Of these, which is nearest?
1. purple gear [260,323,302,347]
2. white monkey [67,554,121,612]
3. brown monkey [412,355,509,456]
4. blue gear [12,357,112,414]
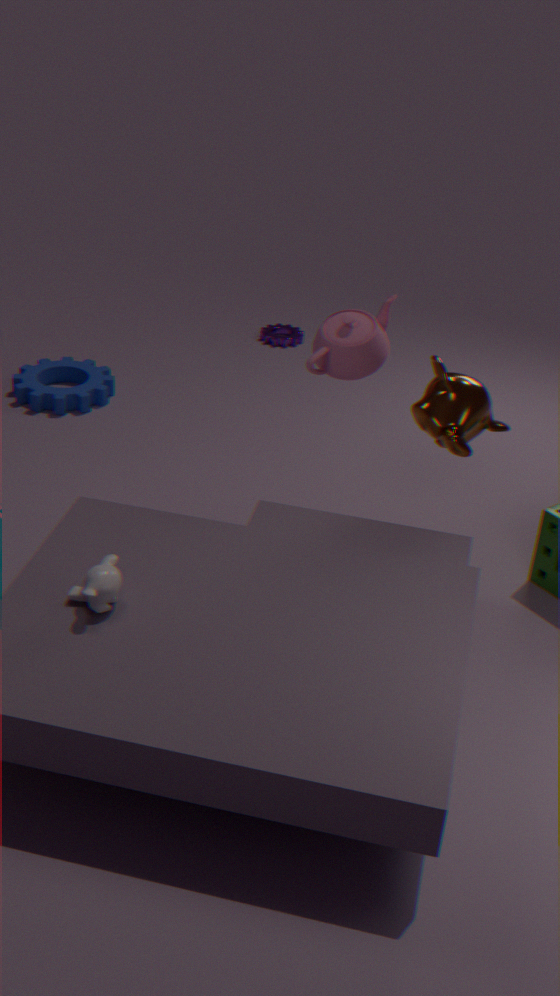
white monkey [67,554,121,612]
